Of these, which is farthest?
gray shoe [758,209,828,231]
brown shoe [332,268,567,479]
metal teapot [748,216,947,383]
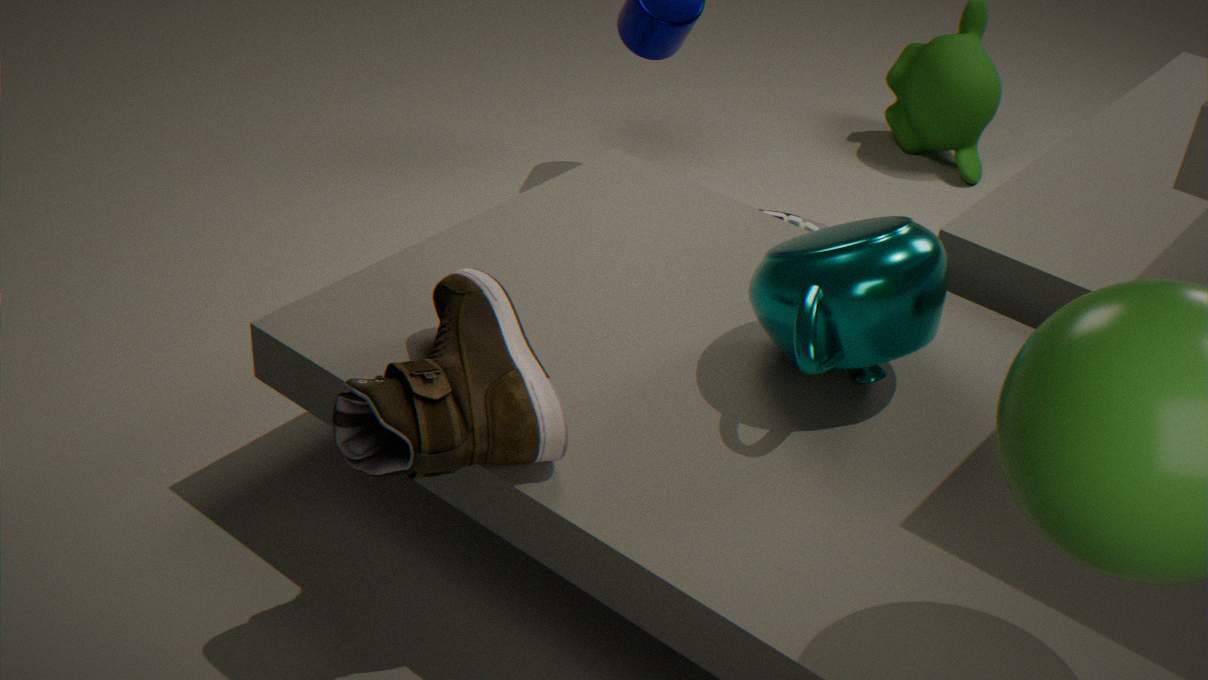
gray shoe [758,209,828,231]
